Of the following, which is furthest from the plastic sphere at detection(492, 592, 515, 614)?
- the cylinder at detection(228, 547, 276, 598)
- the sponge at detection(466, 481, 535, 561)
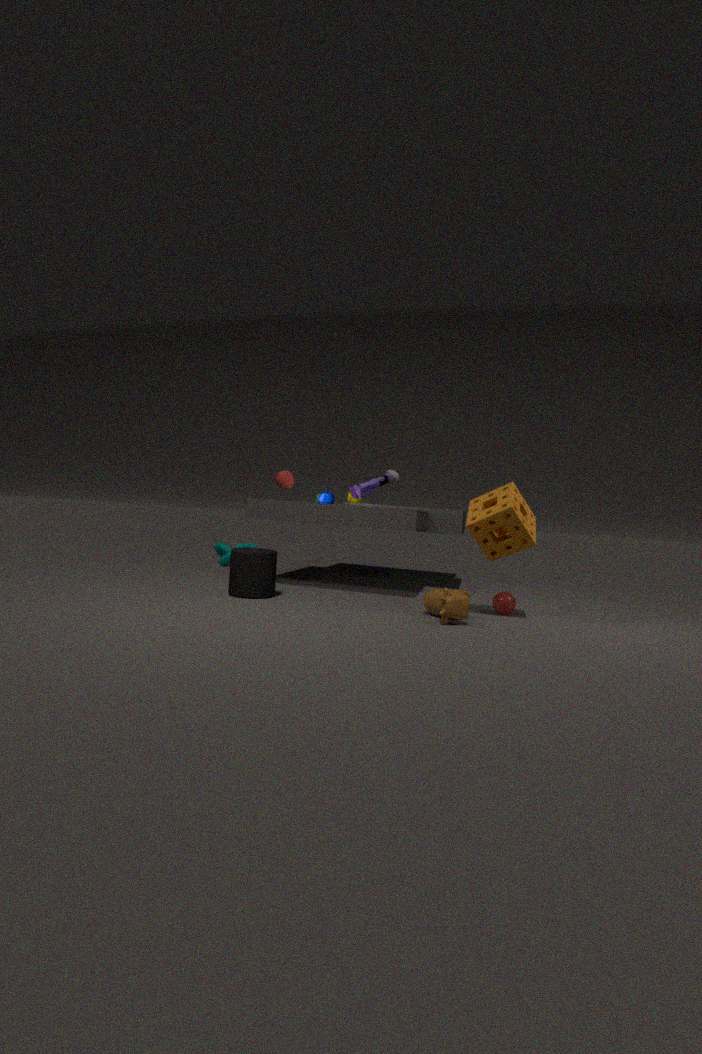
the cylinder at detection(228, 547, 276, 598)
